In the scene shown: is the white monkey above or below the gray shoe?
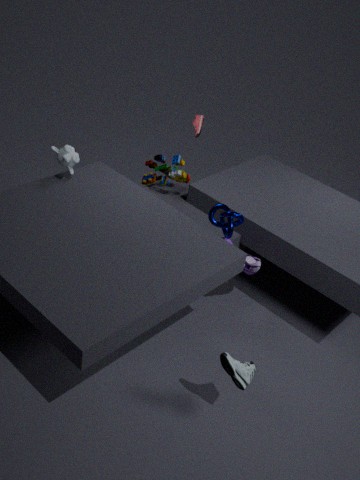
above
